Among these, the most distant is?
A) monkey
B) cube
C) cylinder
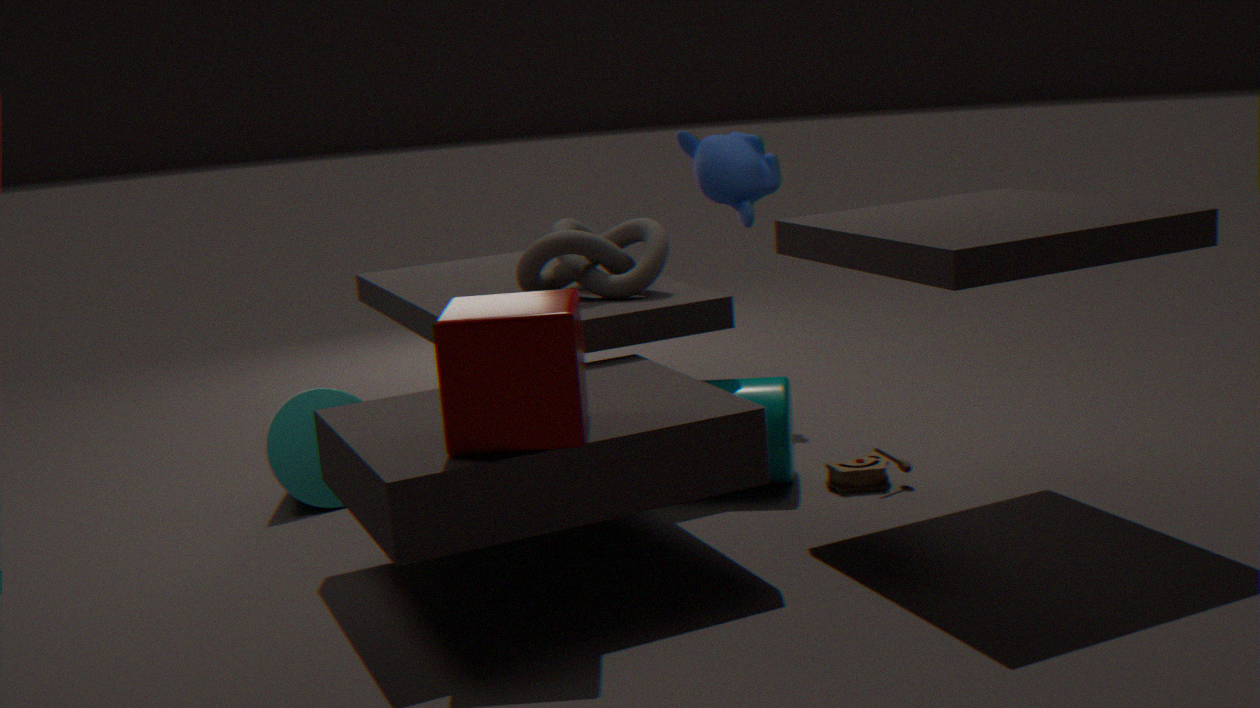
monkey
